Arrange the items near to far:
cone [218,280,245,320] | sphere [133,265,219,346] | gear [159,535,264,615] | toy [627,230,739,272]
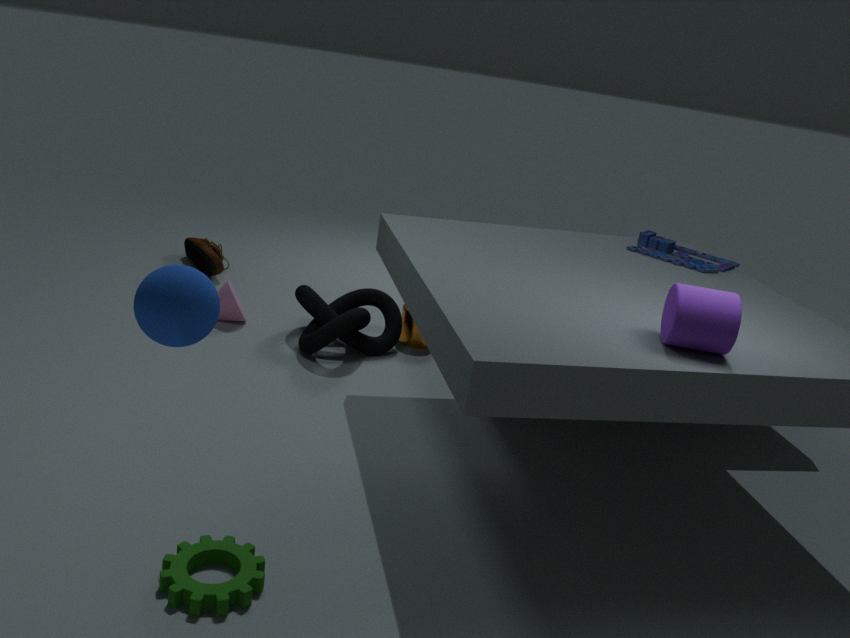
sphere [133,265,219,346], gear [159,535,264,615], toy [627,230,739,272], cone [218,280,245,320]
